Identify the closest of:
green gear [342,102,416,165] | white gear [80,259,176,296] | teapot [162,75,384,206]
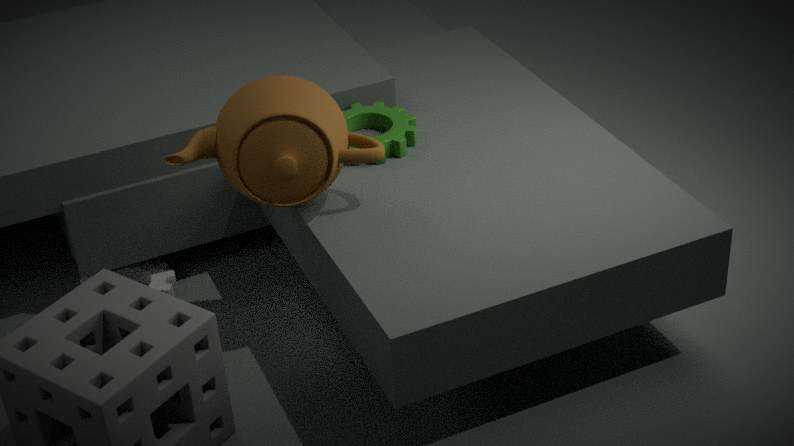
teapot [162,75,384,206]
